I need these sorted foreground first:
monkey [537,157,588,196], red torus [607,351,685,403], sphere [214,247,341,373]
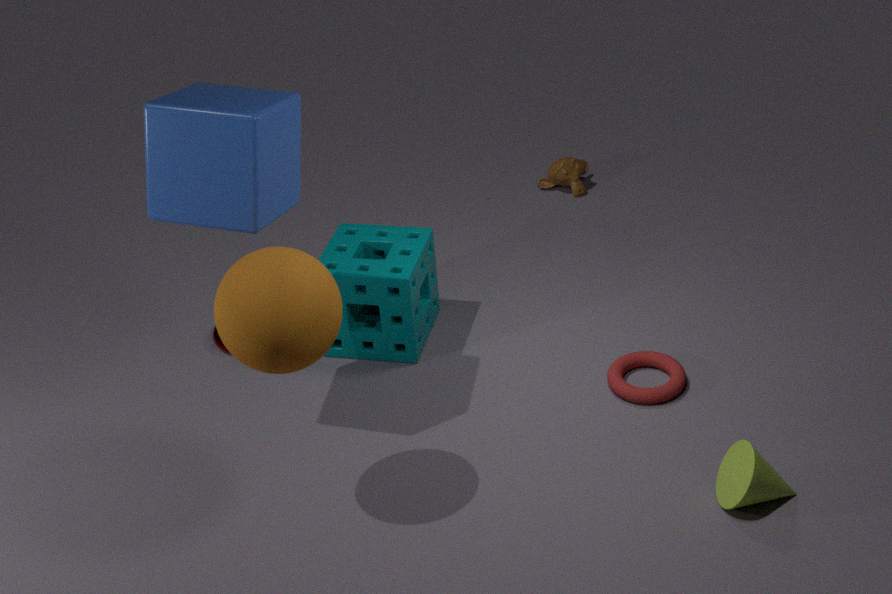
sphere [214,247,341,373] → red torus [607,351,685,403] → monkey [537,157,588,196]
